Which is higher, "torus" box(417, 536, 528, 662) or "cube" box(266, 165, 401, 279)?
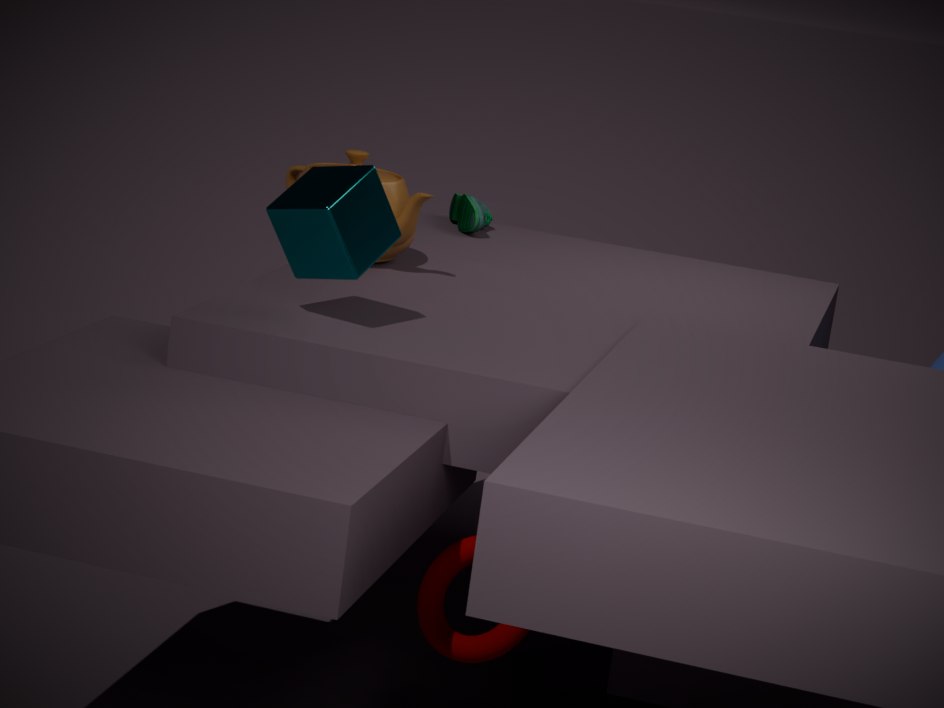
"cube" box(266, 165, 401, 279)
